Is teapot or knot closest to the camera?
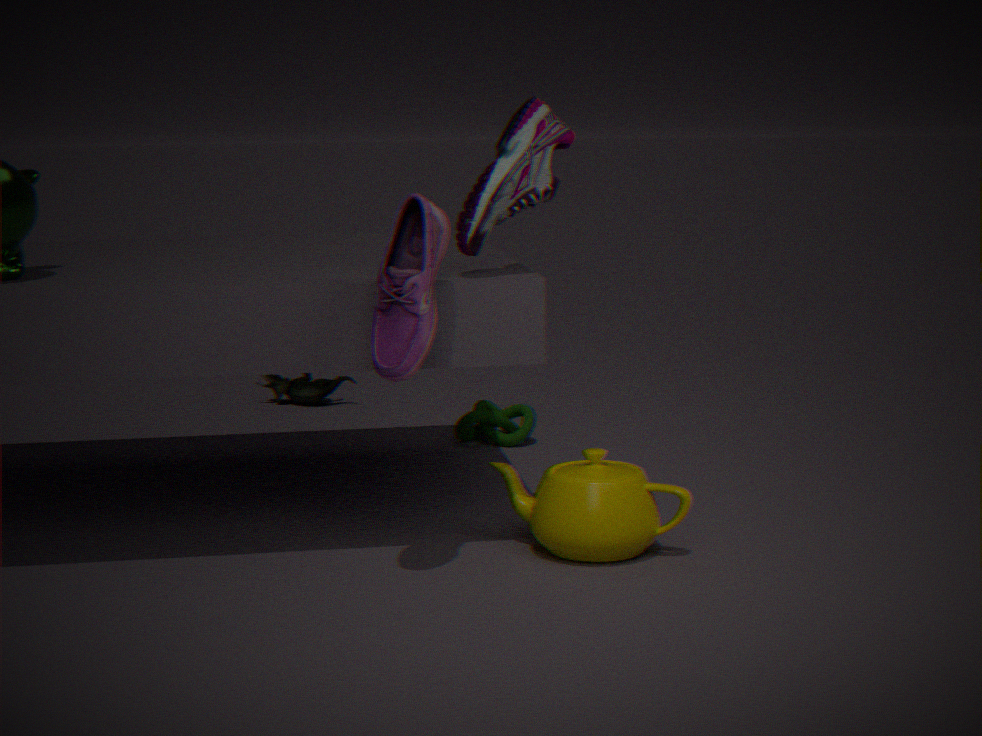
teapot
